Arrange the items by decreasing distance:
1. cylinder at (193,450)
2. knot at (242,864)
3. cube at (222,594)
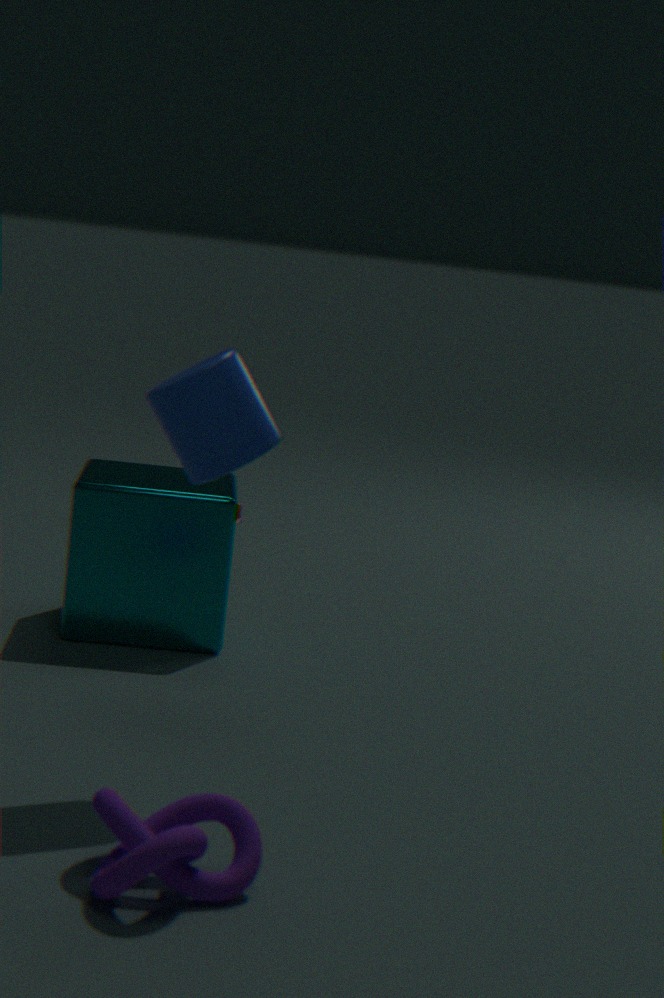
1. cube at (222,594)
2. cylinder at (193,450)
3. knot at (242,864)
